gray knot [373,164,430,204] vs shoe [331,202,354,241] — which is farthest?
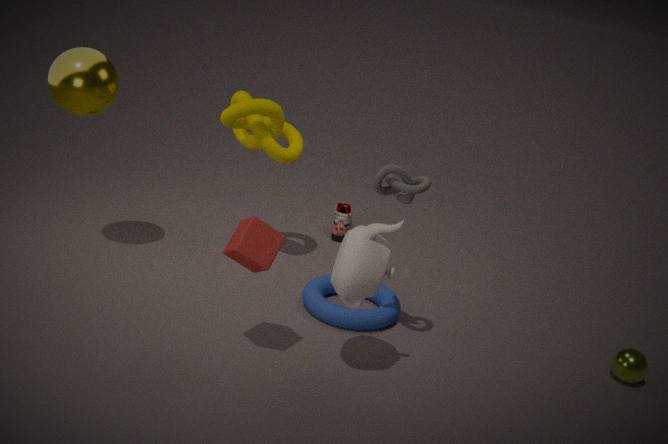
shoe [331,202,354,241]
